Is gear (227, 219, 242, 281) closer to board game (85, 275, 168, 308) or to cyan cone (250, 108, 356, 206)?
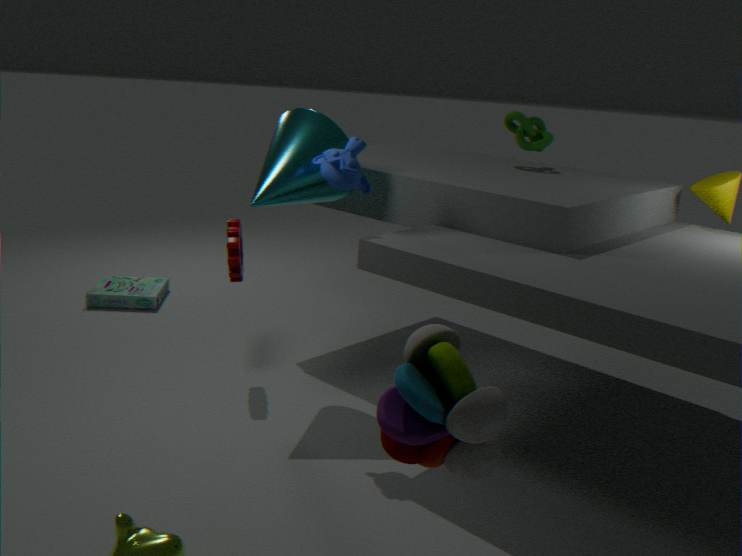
cyan cone (250, 108, 356, 206)
